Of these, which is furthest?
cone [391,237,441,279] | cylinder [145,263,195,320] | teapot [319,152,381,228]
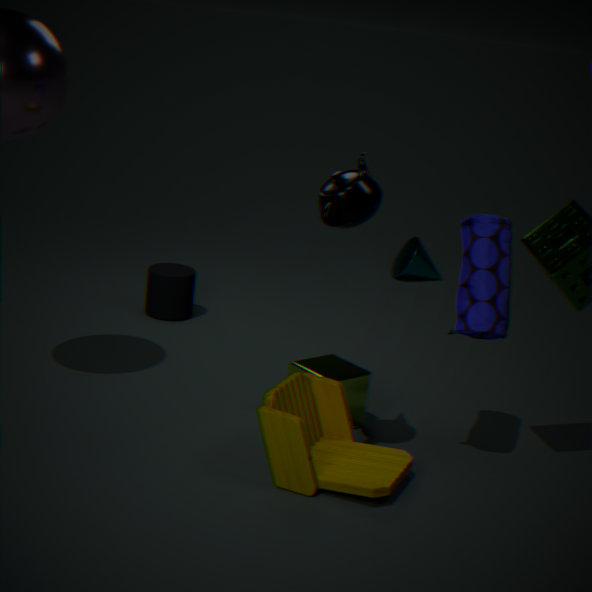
cone [391,237,441,279]
